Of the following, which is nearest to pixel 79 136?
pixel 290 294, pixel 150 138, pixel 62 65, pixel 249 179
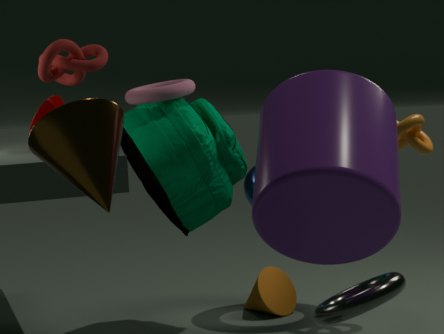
pixel 62 65
